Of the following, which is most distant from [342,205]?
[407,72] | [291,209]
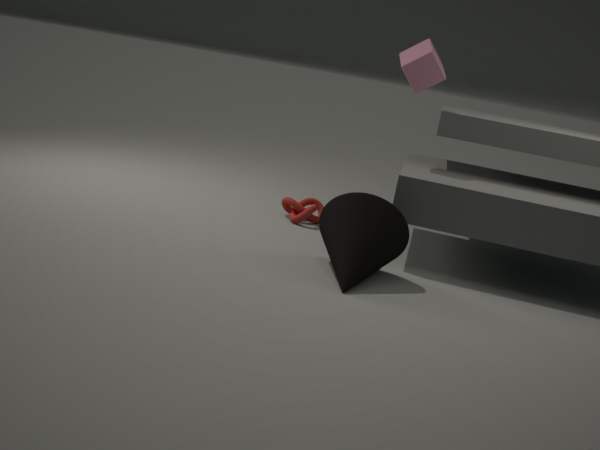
[407,72]
